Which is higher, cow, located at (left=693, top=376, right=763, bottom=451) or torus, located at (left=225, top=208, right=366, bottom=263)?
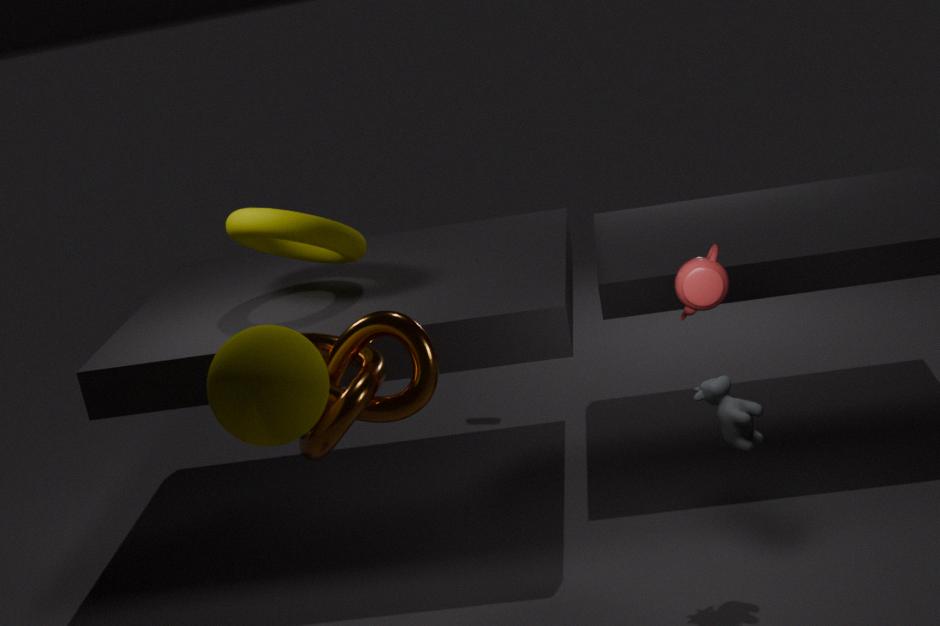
torus, located at (left=225, top=208, right=366, bottom=263)
